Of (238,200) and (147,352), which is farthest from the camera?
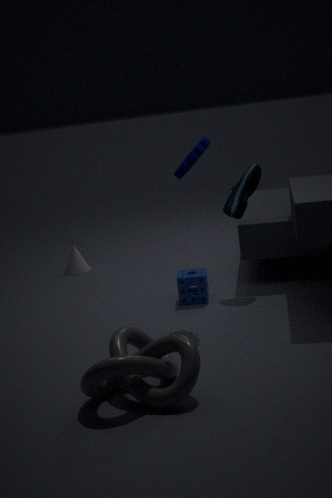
(238,200)
